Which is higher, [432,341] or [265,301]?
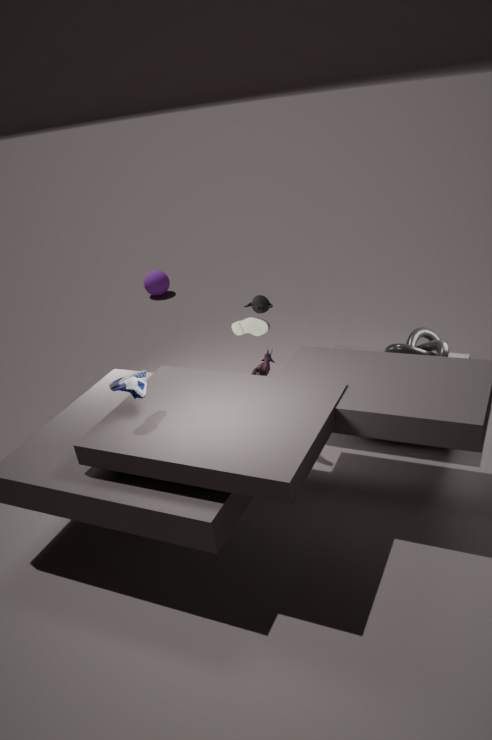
[265,301]
